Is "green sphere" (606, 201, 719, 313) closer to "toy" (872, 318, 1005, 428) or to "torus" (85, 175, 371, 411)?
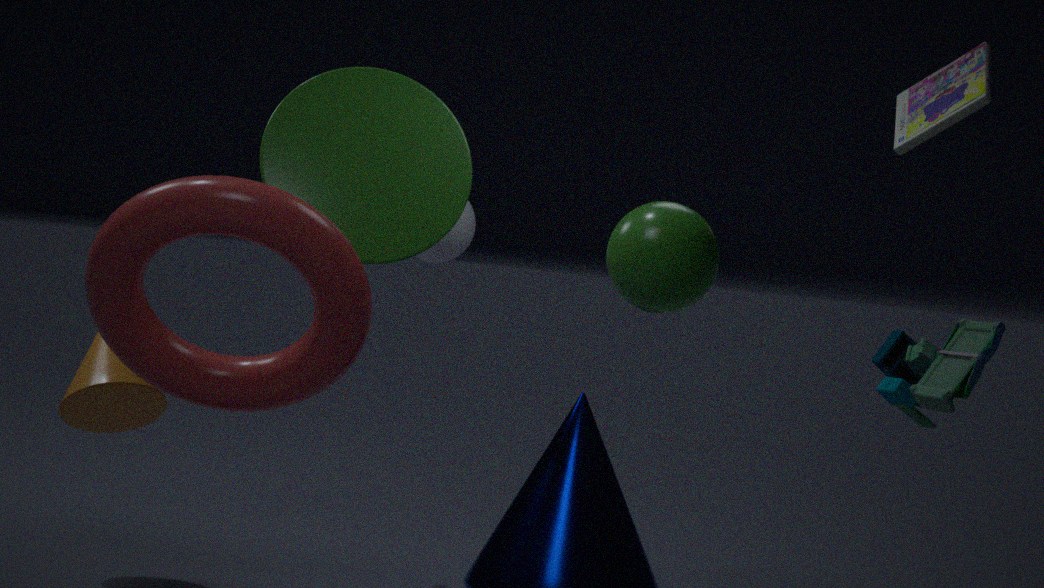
"toy" (872, 318, 1005, 428)
